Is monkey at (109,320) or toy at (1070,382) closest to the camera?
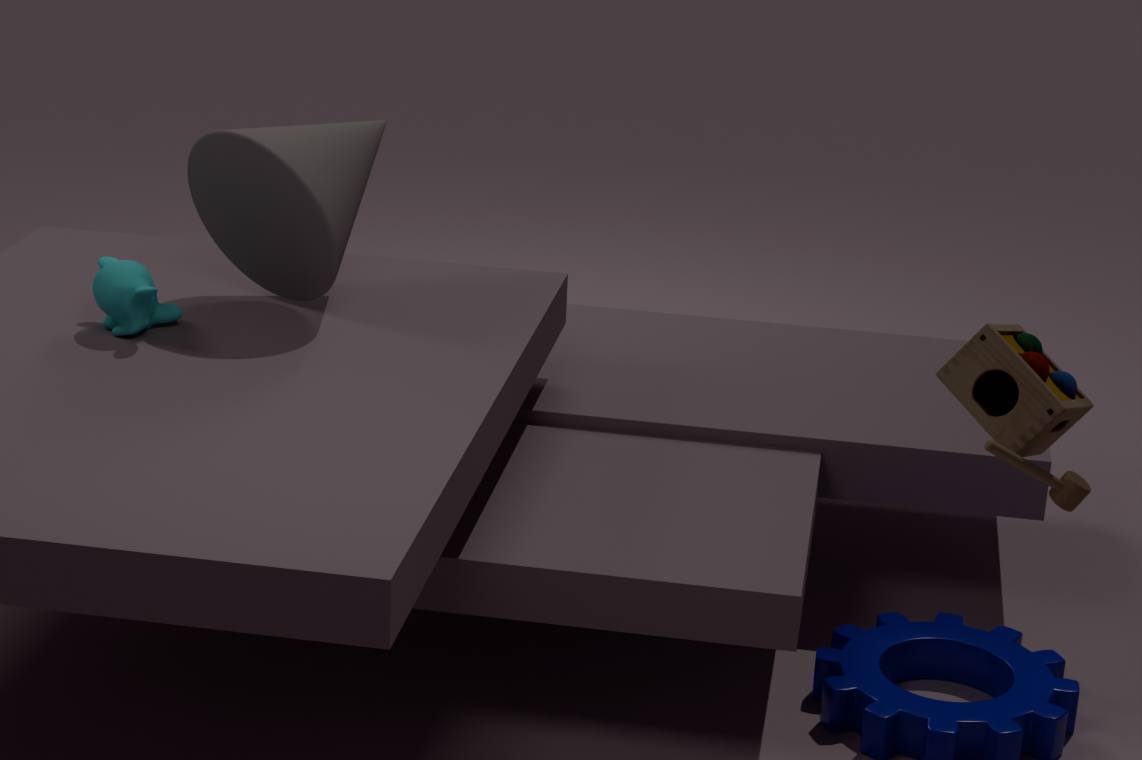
toy at (1070,382)
